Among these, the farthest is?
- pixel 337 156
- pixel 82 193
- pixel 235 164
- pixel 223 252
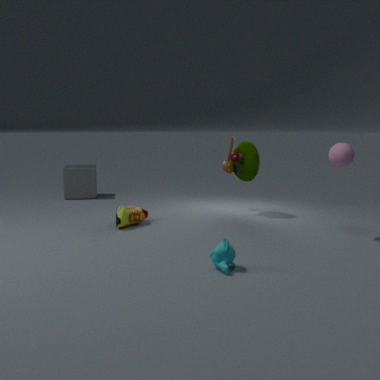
pixel 82 193
